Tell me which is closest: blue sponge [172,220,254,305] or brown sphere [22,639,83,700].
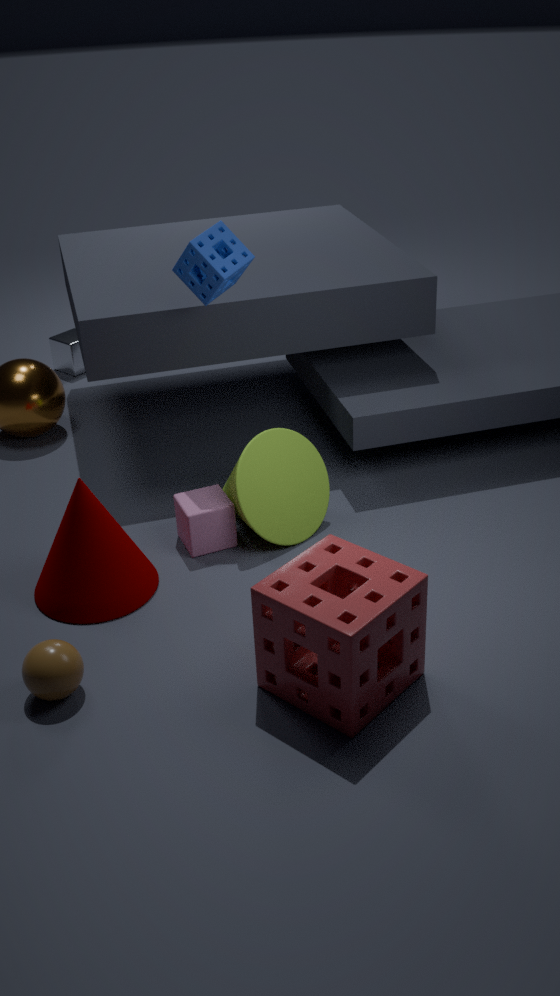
brown sphere [22,639,83,700]
